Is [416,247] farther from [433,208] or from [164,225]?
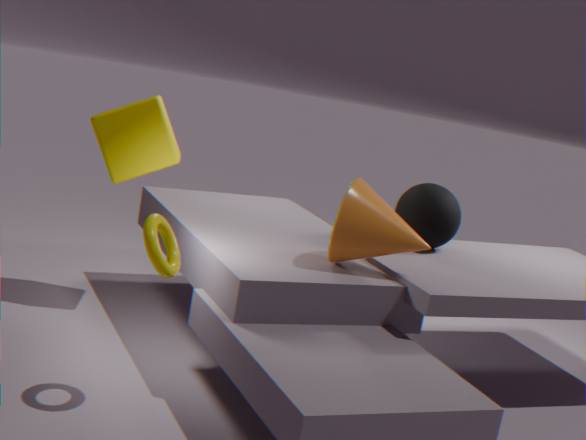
[164,225]
